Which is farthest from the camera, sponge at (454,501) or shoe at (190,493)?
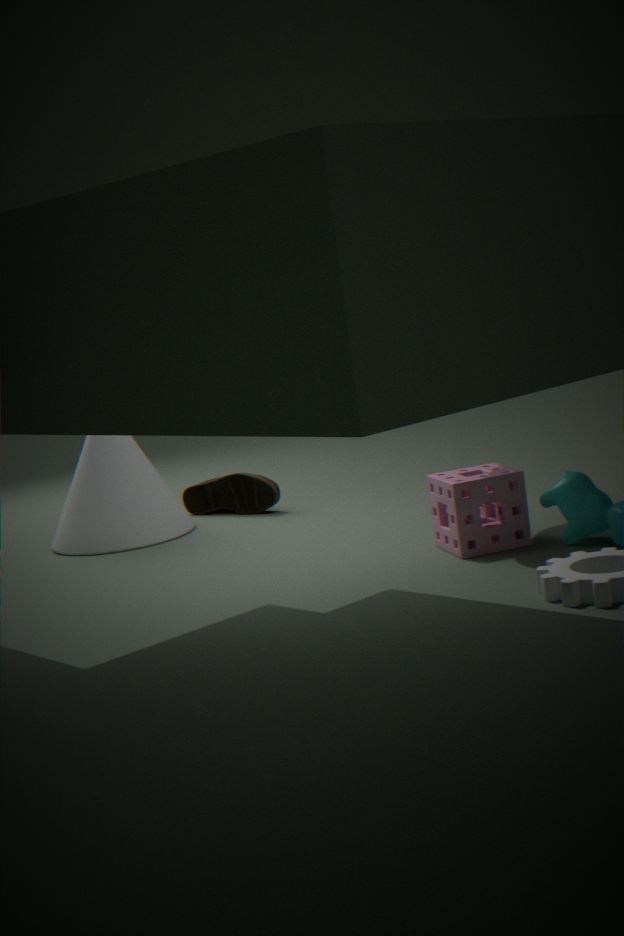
shoe at (190,493)
